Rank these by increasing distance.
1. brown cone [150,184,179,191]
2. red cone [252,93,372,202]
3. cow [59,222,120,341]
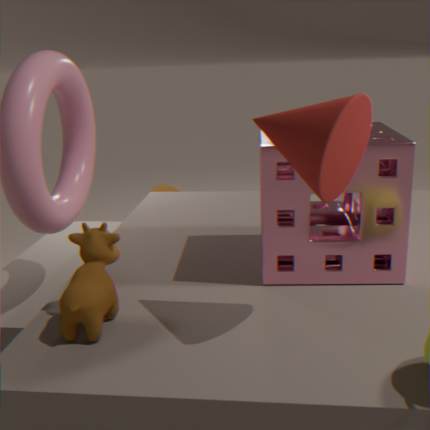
red cone [252,93,372,202] < cow [59,222,120,341] < brown cone [150,184,179,191]
